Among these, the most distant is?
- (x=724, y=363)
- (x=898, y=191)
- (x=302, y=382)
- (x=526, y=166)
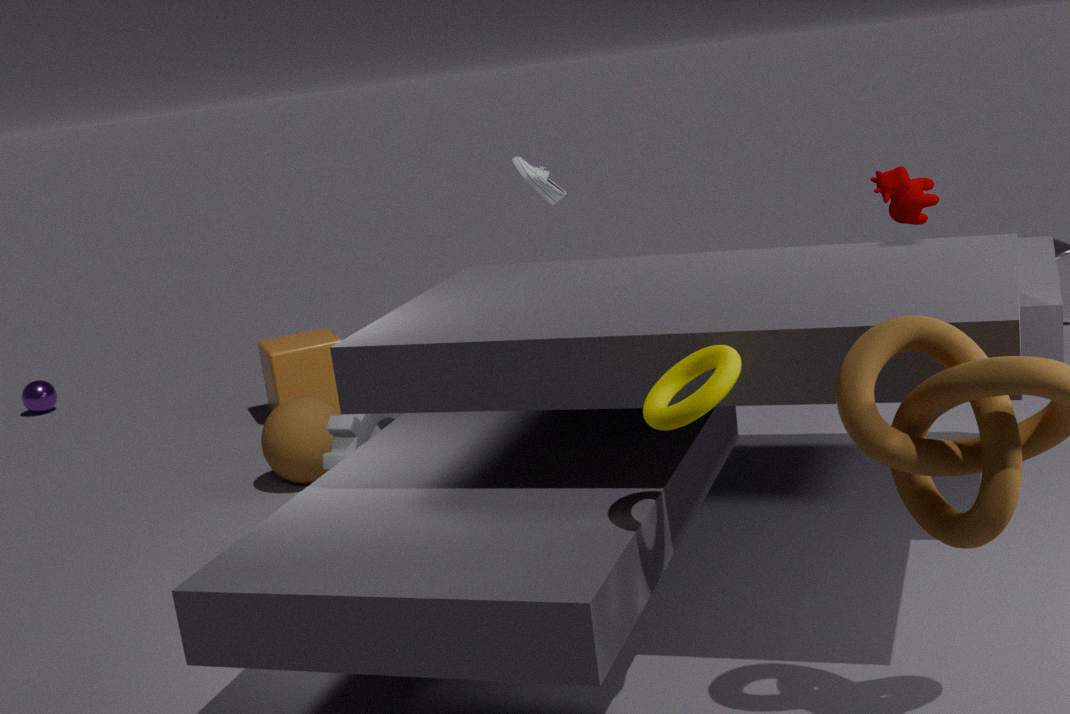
(x=302, y=382)
